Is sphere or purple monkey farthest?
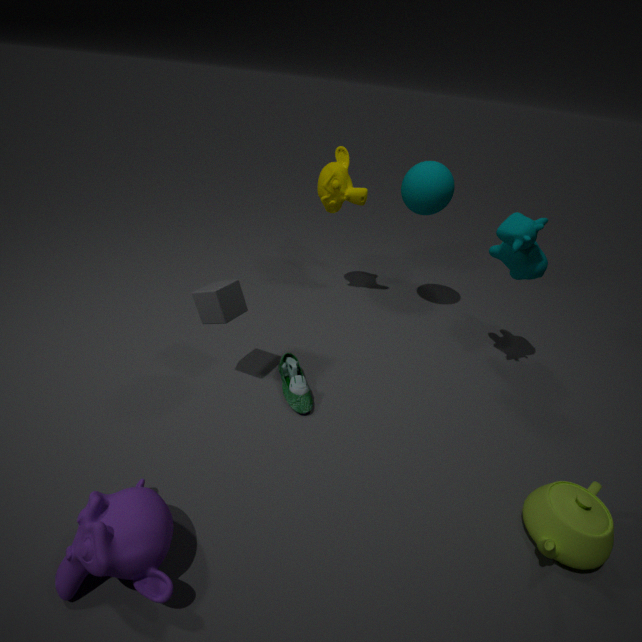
sphere
